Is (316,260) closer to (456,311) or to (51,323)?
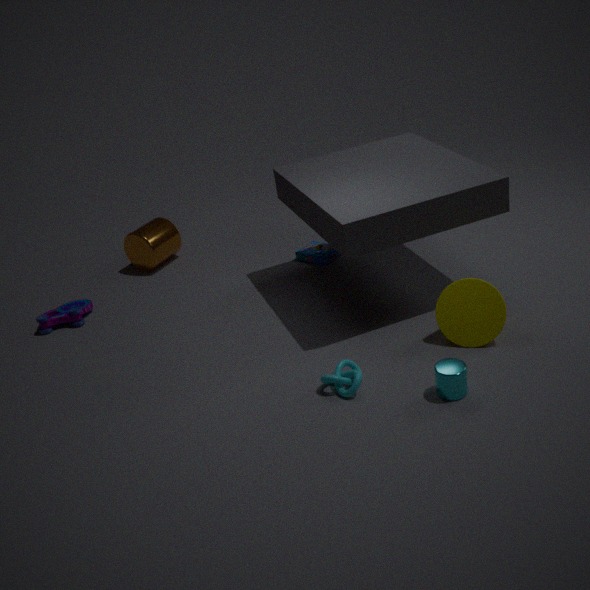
(456,311)
